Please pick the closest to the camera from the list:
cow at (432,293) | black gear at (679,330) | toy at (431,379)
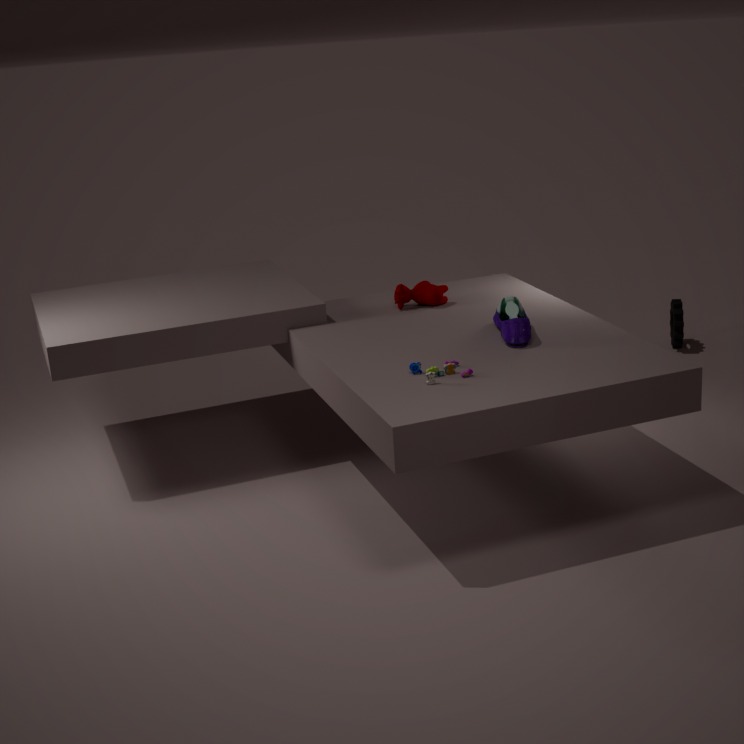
toy at (431,379)
